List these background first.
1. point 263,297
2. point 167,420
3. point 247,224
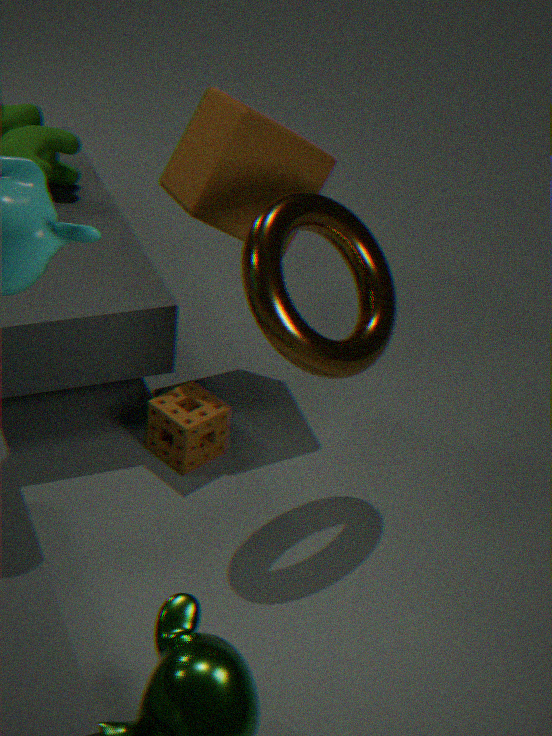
1. point 247,224
2. point 167,420
3. point 263,297
